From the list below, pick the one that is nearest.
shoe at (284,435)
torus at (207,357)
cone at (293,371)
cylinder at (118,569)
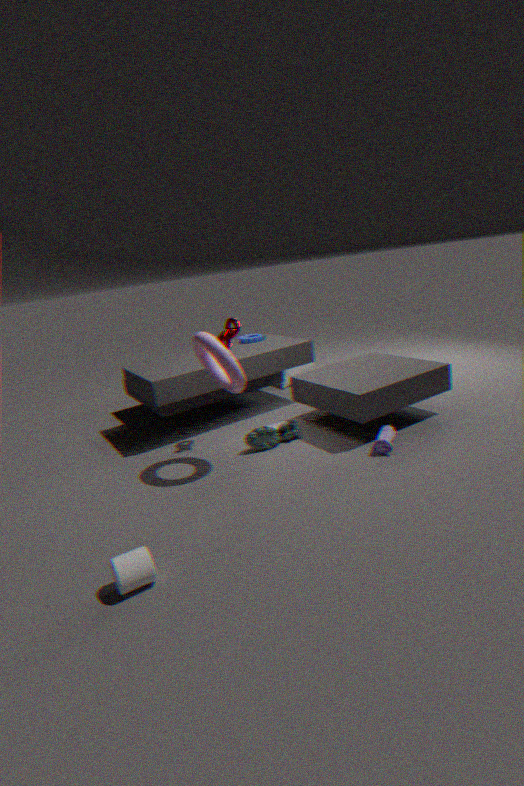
cylinder at (118,569)
